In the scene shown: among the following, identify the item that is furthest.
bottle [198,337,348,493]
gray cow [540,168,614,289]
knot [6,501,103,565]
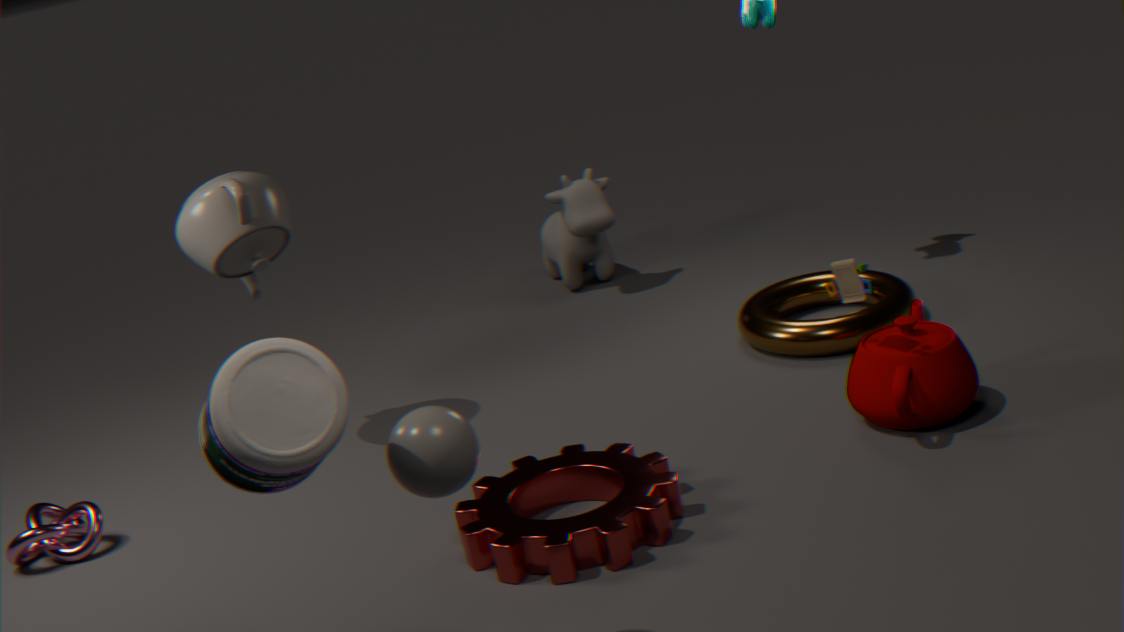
gray cow [540,168,614,289]
